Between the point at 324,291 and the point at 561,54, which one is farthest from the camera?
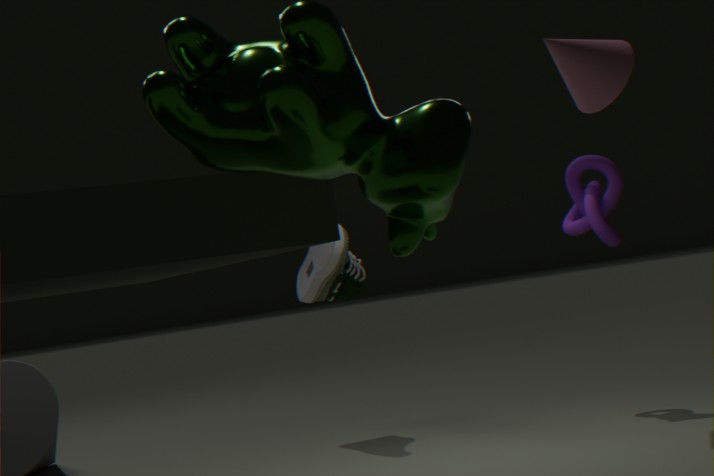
Result: the point at 324,291
